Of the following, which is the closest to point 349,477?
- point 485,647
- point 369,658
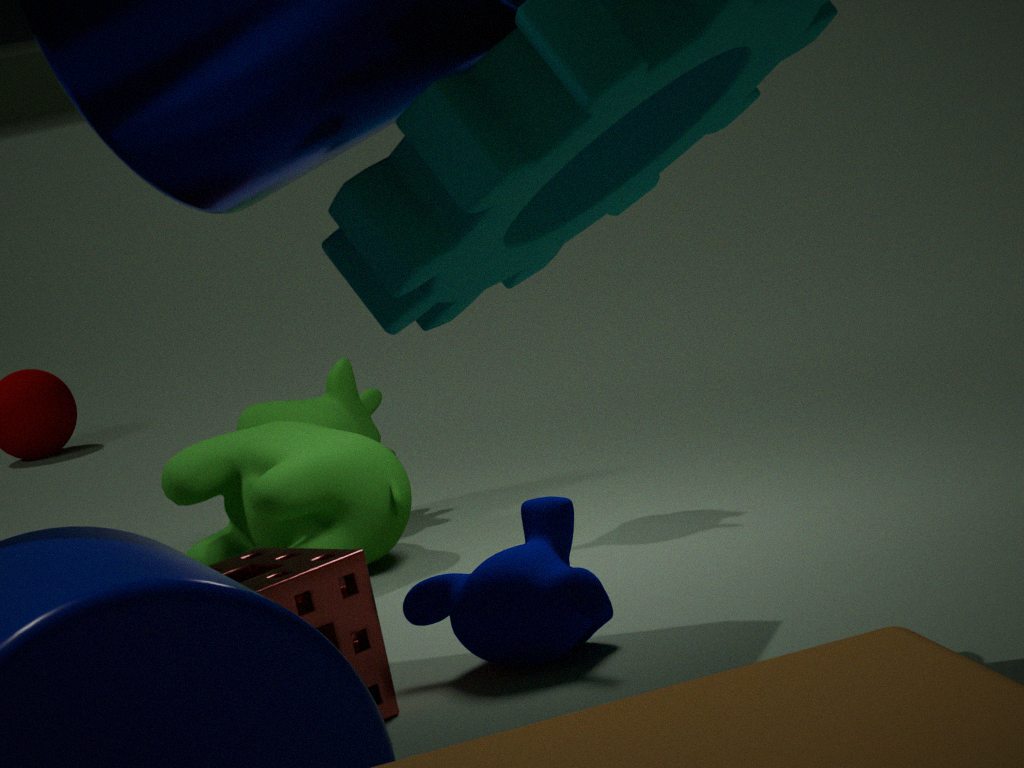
point 485,647
